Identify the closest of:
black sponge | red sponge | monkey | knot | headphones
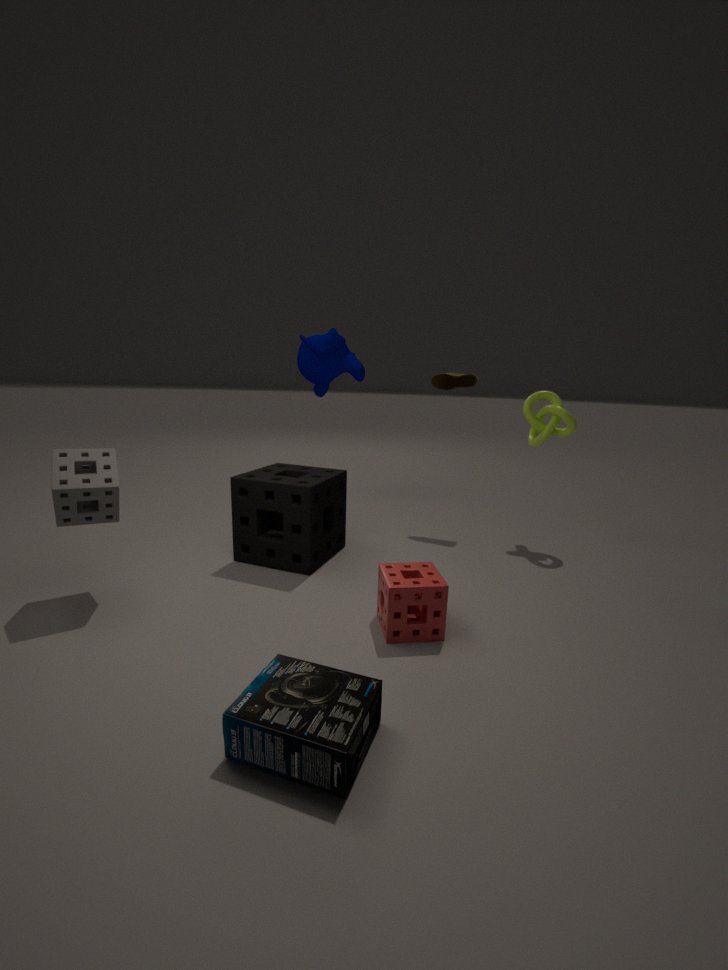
headphones
